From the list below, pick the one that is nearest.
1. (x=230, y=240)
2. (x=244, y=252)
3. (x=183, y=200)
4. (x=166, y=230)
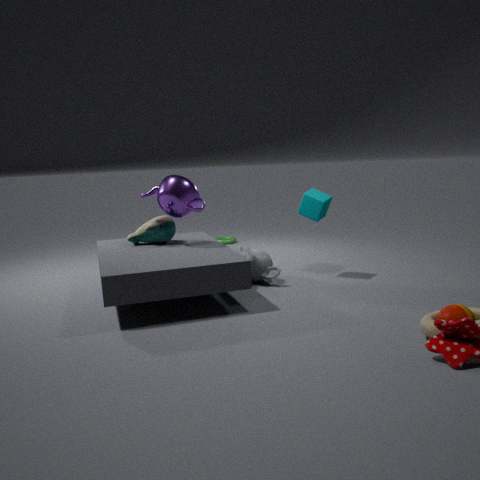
(x=183, y=200)
